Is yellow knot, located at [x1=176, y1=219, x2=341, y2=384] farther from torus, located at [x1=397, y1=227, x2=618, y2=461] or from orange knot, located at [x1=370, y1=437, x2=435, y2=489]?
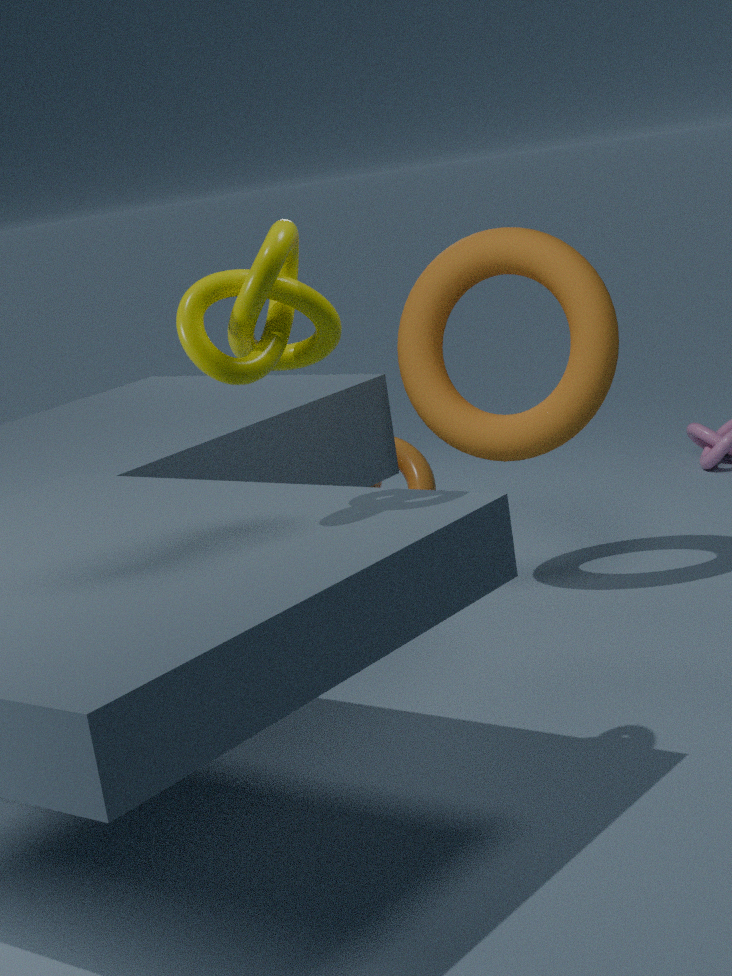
orange knot, located at [x1=370, y1=437, x2=435, y2=489]
